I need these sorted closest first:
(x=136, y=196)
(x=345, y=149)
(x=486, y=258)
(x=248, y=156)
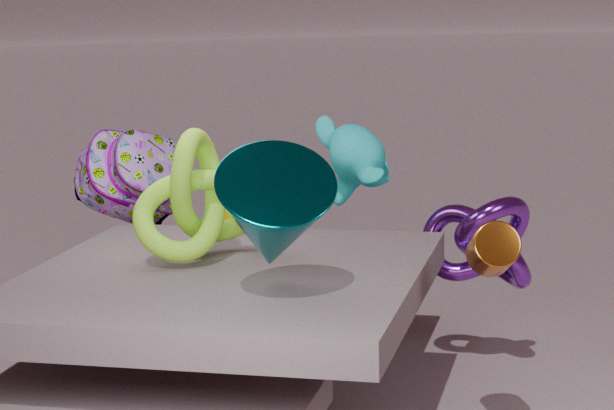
(x=248, y=156) → (x=486, y=258) → (x=136, y=196) → (x=345, y=149)
